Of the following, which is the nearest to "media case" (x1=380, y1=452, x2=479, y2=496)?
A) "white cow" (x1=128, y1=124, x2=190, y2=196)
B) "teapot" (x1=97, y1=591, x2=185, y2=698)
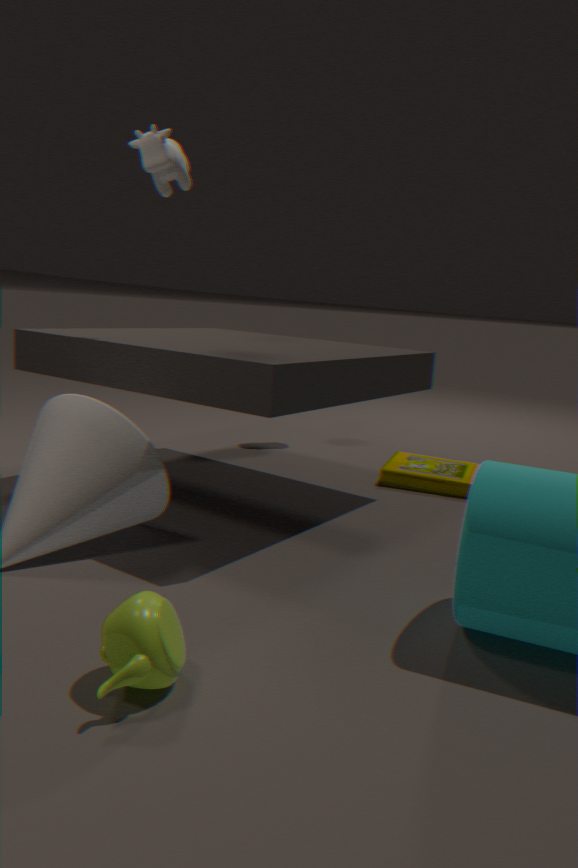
"white cow" (x1=128, y1=124, x2=190, y2=196)
